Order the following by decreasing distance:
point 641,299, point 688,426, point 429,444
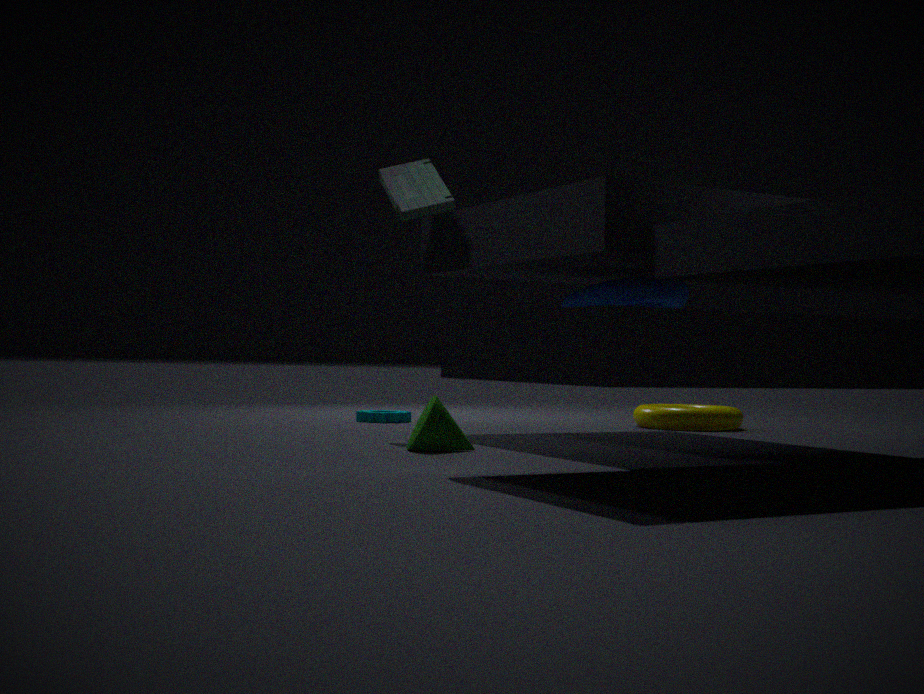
point 688,426 < point 641,299 < point 429,444
